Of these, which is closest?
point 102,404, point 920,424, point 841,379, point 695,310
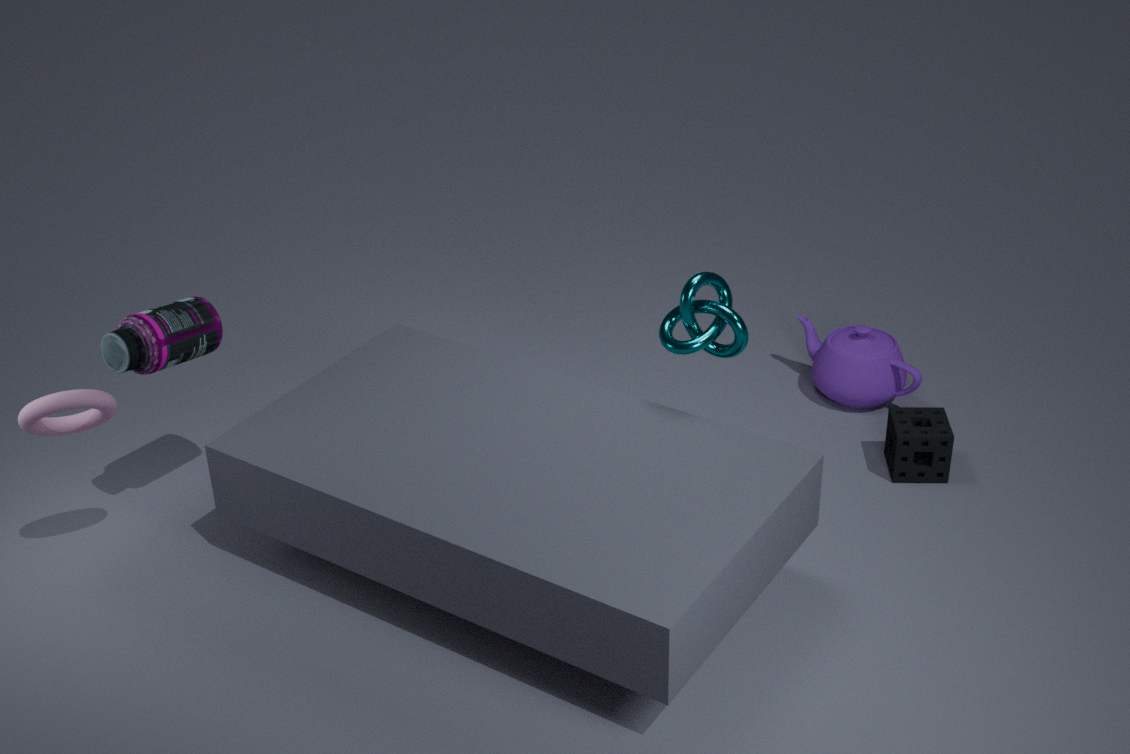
point 102,404
